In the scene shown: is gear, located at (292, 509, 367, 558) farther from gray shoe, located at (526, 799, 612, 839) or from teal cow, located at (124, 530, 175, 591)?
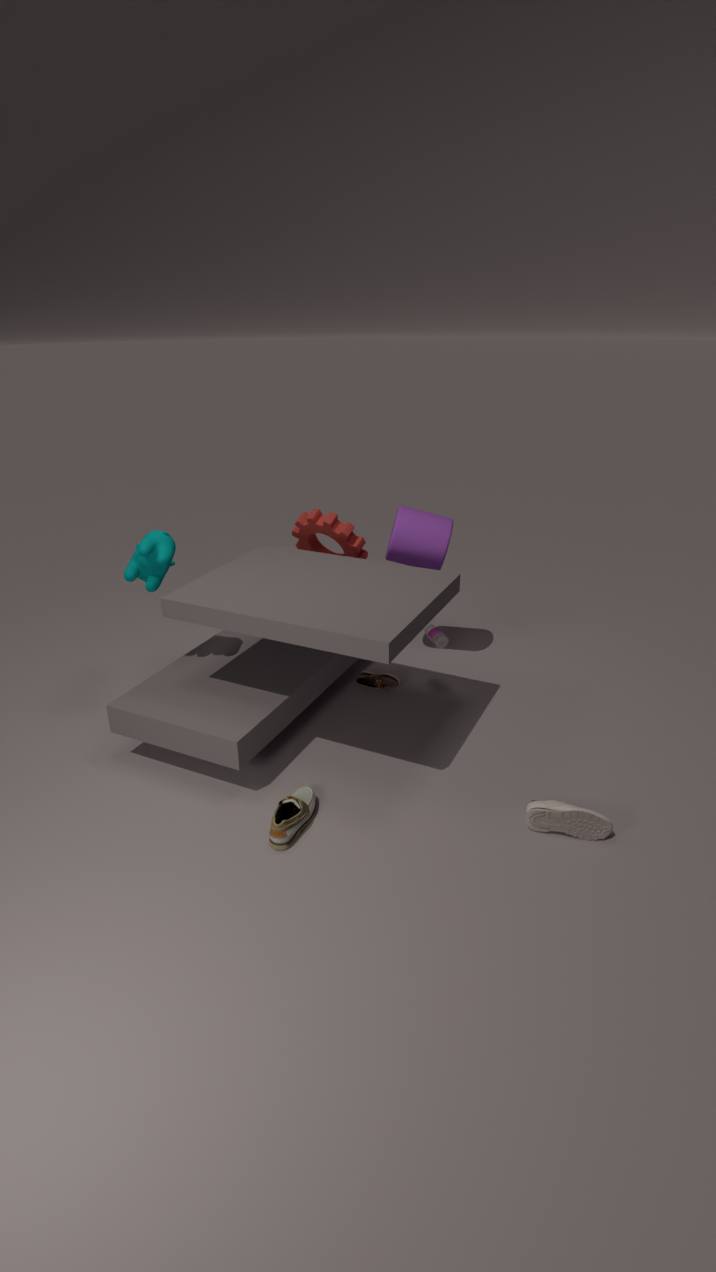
gray shoe, located at (526, 799, 612, 839)
